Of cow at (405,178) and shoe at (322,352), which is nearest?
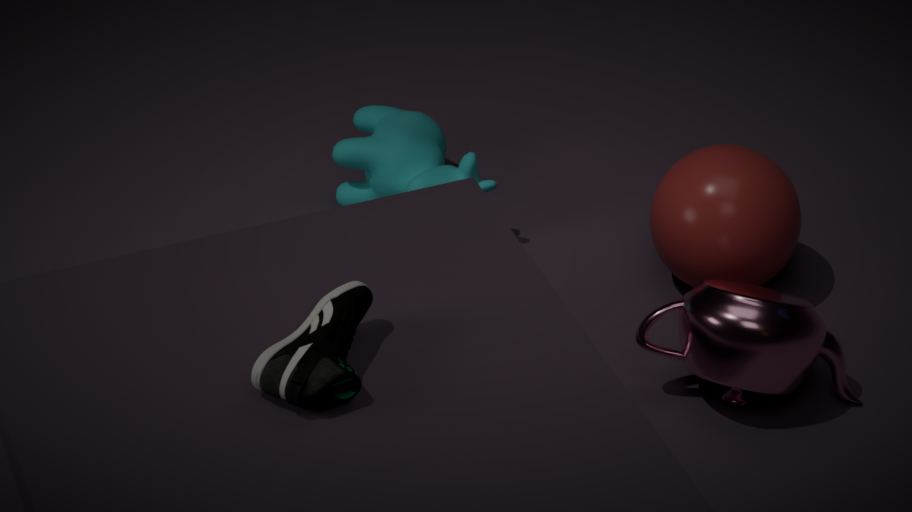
shoe at (322,352)
